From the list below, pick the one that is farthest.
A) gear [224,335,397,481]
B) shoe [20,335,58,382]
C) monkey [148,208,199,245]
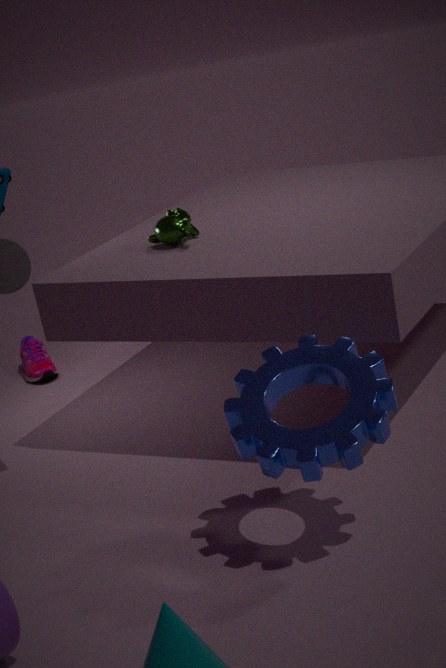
shoe [20,335,58,382]
